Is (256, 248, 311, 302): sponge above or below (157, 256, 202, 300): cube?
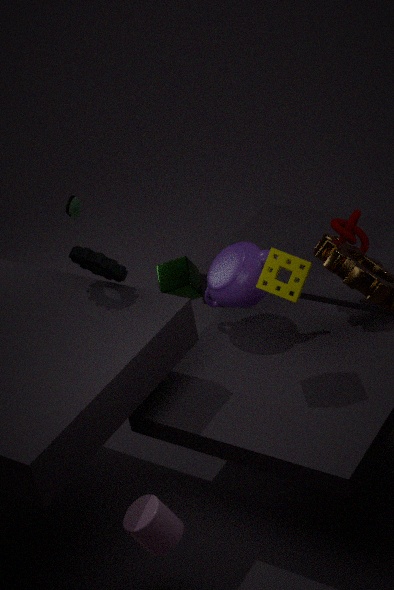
above
